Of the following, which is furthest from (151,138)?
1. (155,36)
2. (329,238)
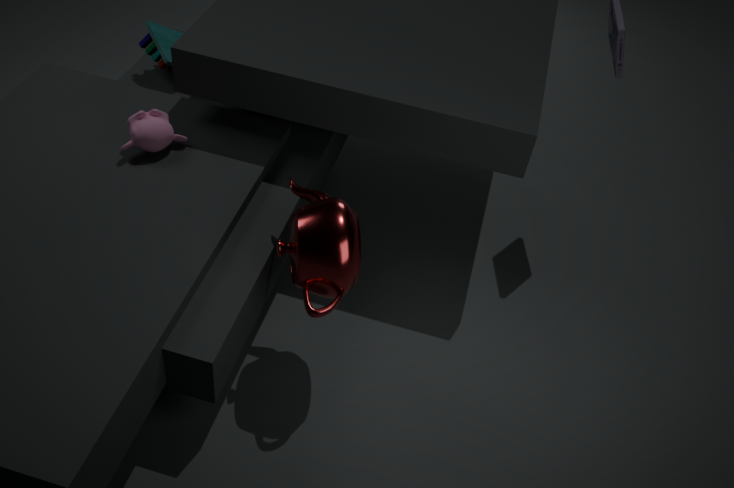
(329,238)
